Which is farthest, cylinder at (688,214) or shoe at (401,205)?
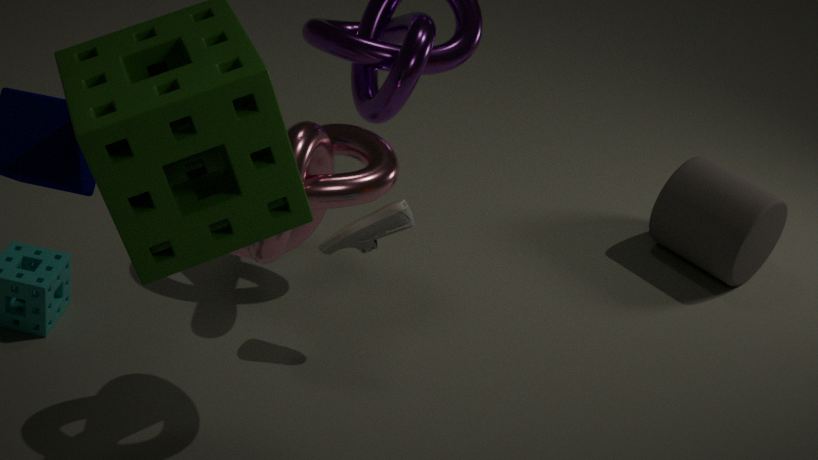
cylinder at (688,214)
